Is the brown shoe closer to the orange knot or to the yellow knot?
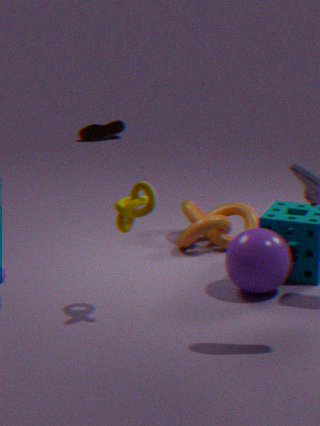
→ the orange knot
